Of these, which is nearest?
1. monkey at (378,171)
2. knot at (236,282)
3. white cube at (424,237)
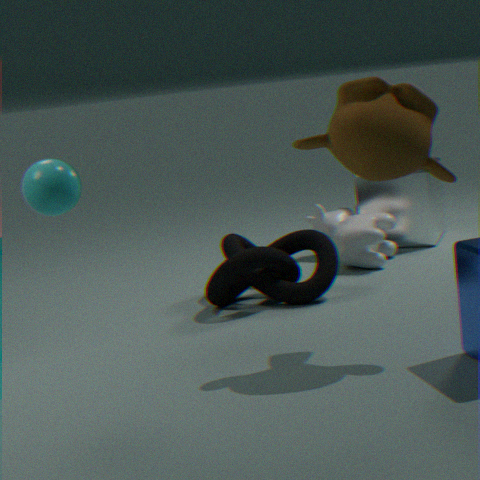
monkey at (378,171)
